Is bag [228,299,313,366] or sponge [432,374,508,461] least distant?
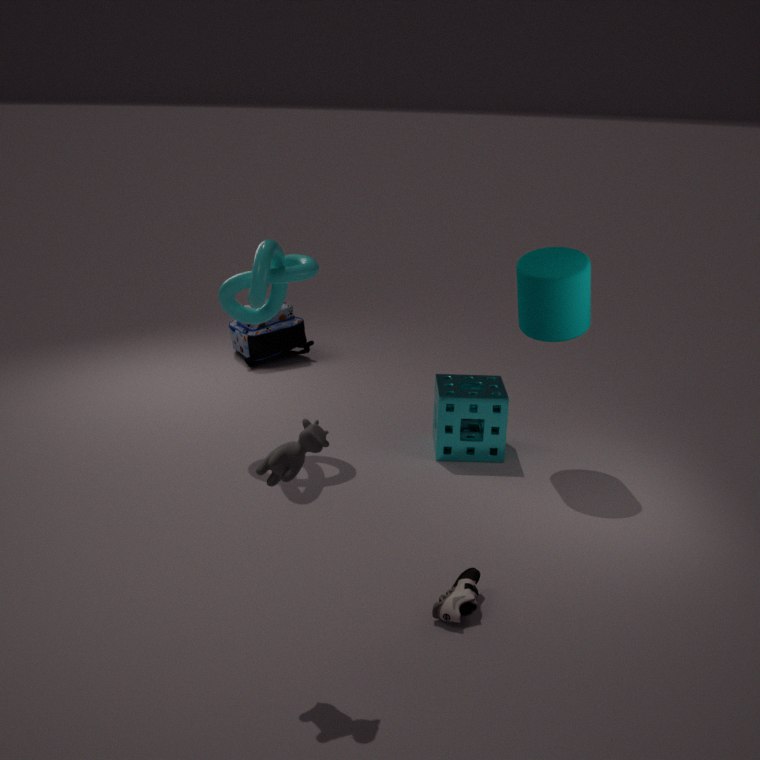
sponge [432,374,508,461]
